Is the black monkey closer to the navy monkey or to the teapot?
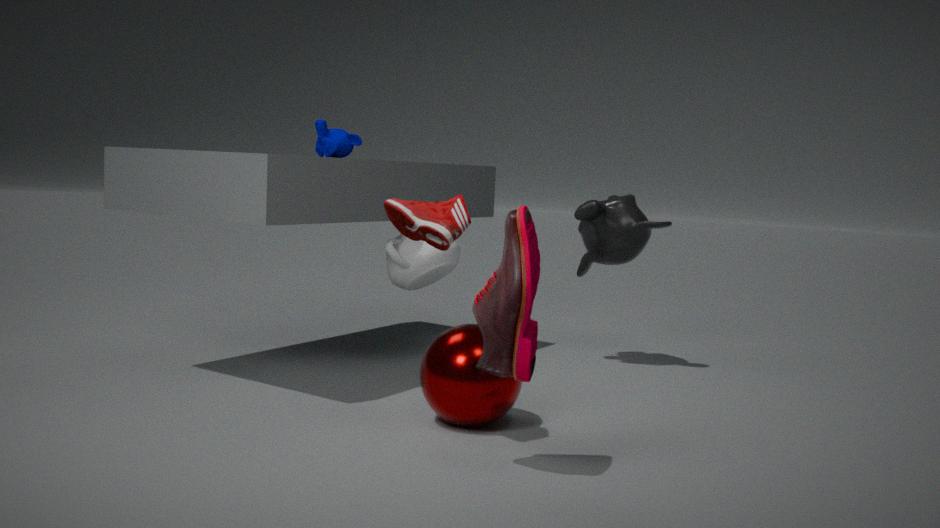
the teapot
